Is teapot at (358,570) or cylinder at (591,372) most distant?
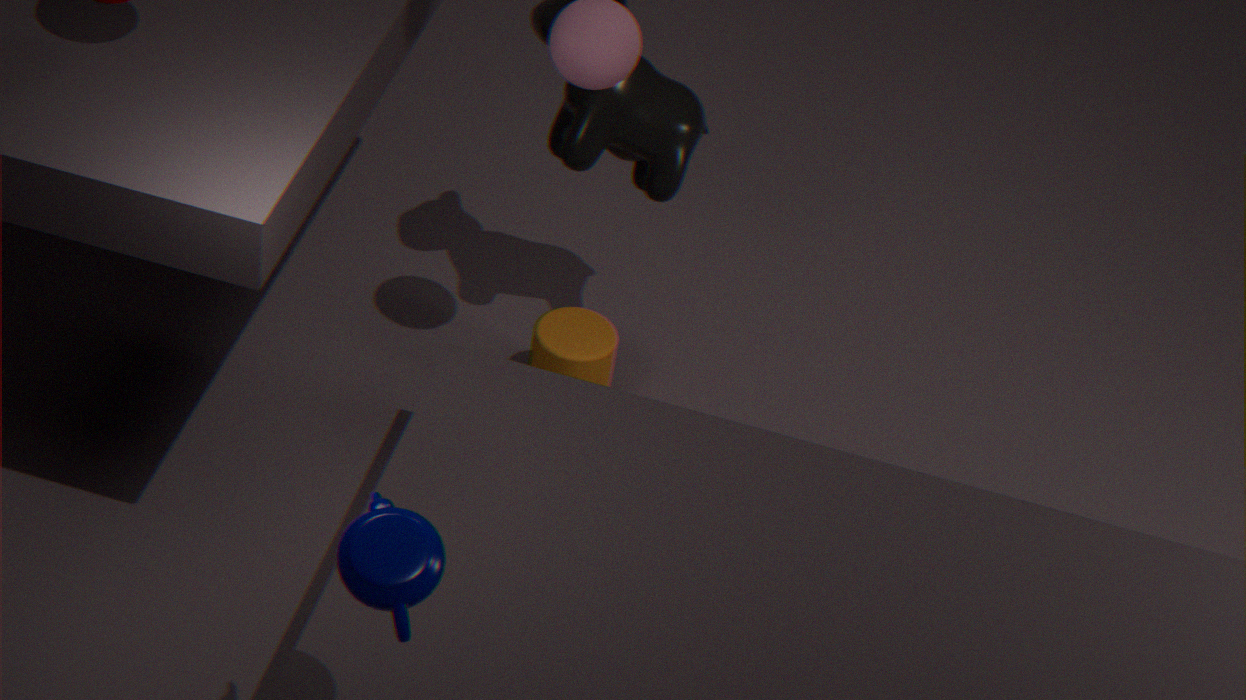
cylinder at (591,372)
